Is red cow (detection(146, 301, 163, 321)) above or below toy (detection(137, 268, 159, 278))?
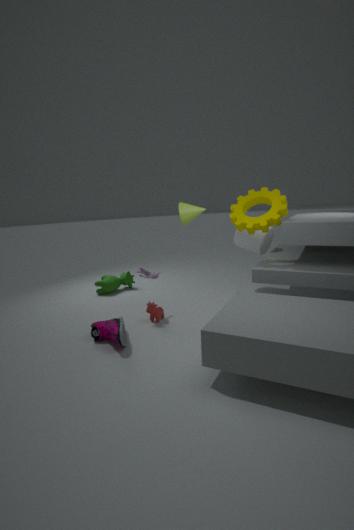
below
